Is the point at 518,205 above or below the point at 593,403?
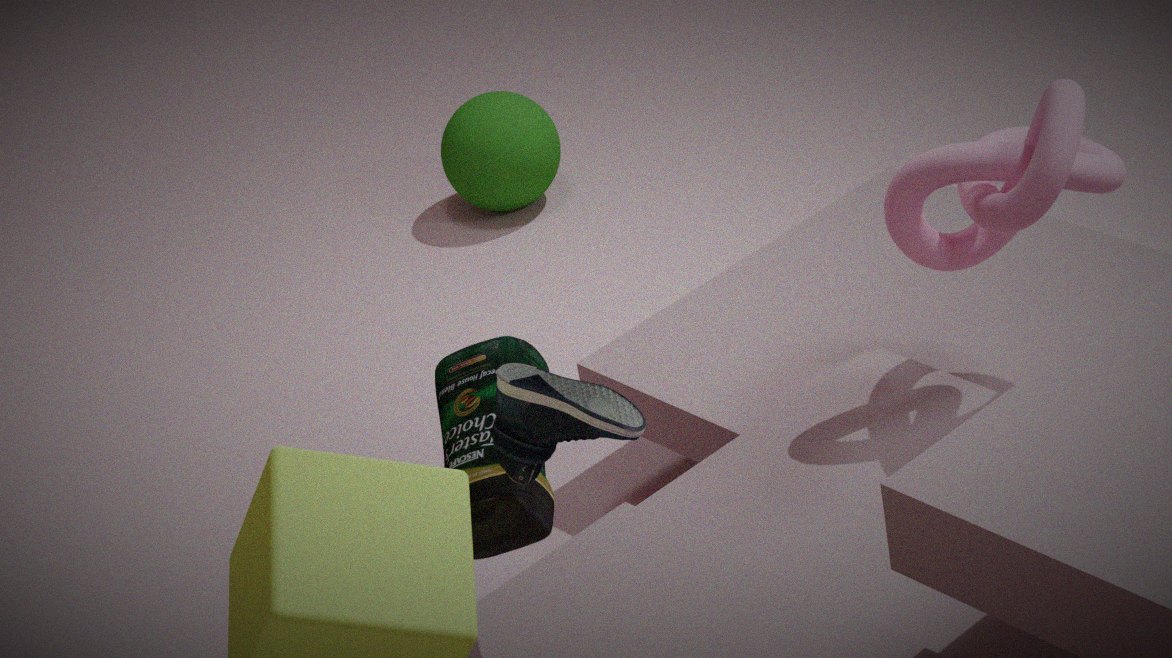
below
